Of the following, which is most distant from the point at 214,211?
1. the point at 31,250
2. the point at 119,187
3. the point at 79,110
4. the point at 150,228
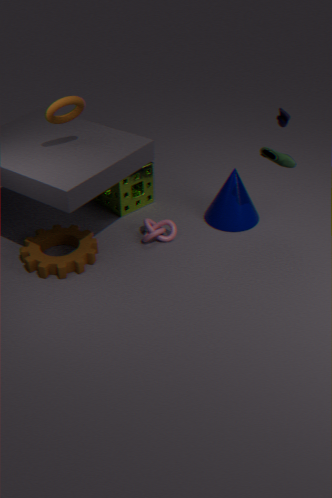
the point at 79,110
